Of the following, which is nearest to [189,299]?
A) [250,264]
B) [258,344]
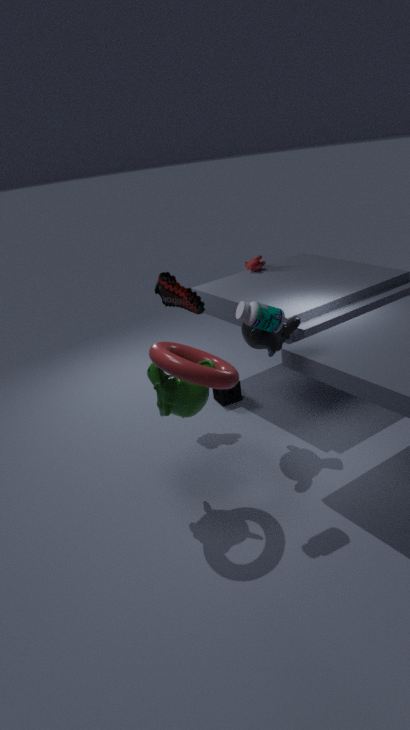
[258,344]
